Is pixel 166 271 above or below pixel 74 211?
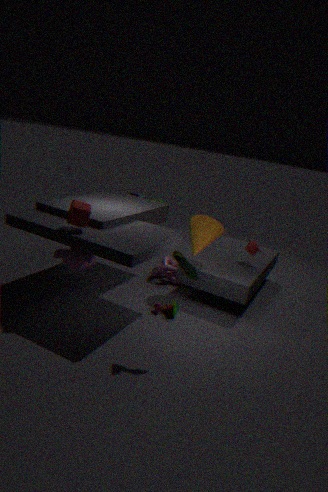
below
